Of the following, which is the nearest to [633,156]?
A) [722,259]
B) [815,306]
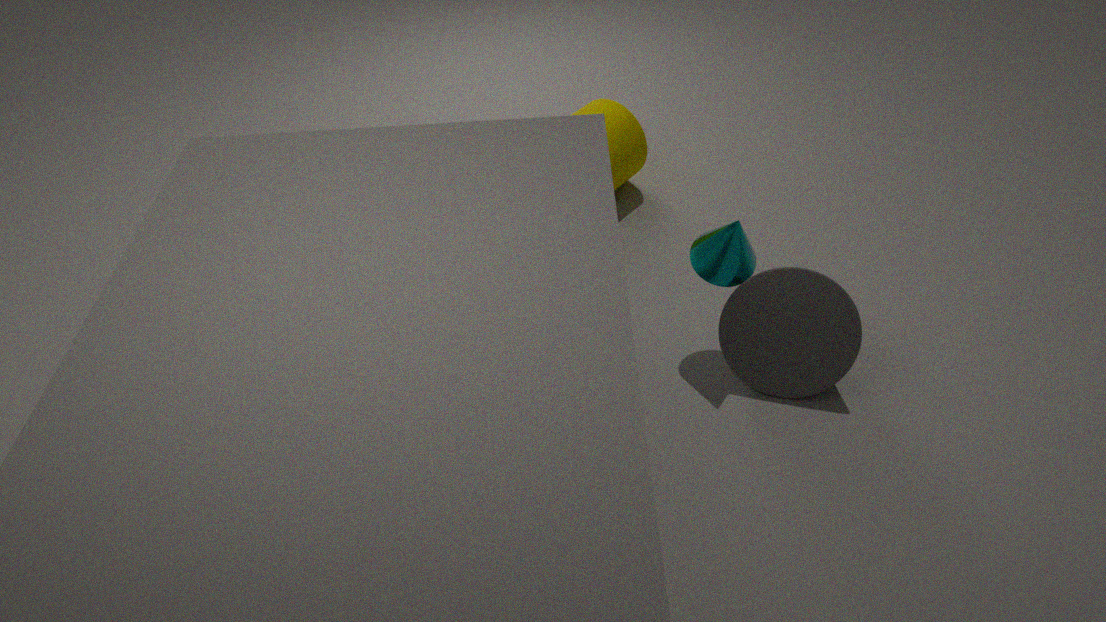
[722,259]
